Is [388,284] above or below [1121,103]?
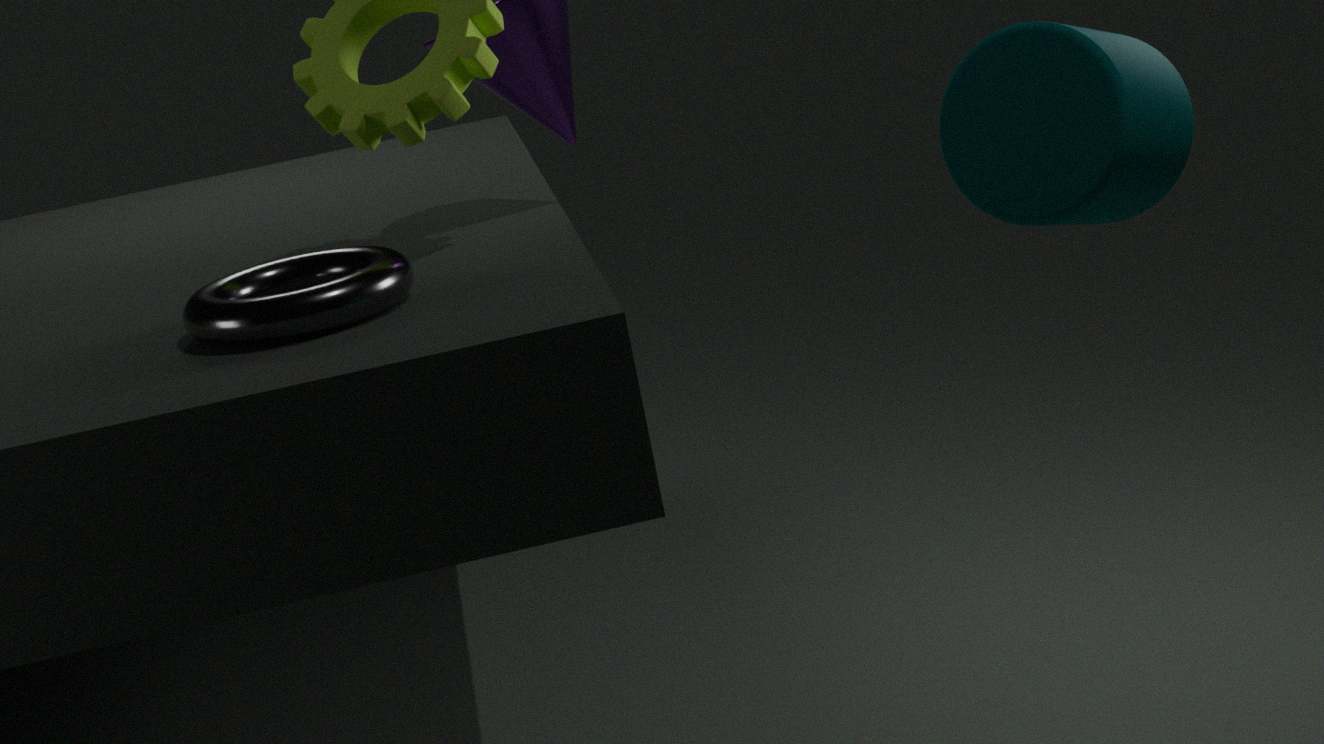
below
